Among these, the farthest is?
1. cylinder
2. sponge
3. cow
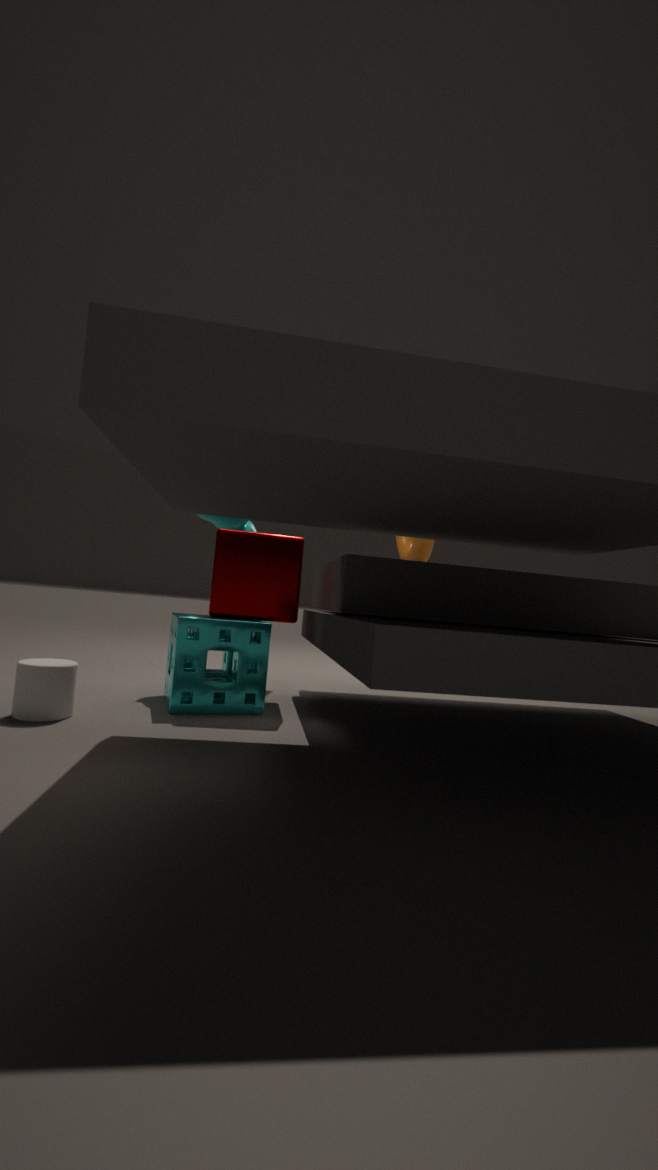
cow
